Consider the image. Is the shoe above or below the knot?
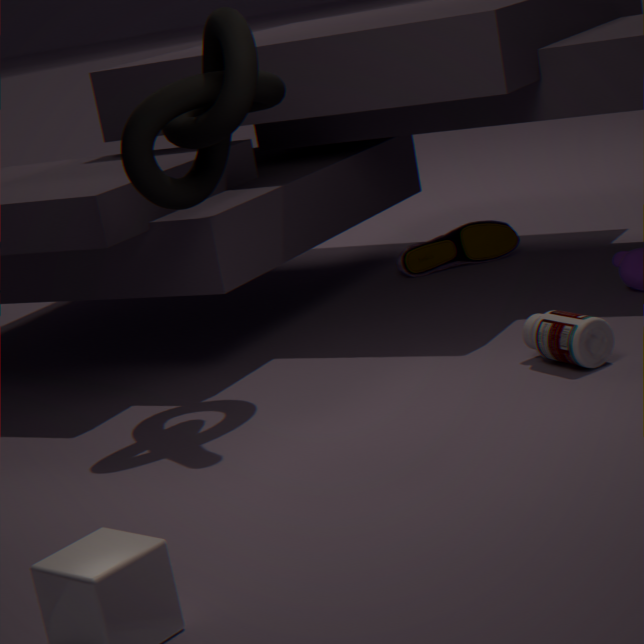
below
